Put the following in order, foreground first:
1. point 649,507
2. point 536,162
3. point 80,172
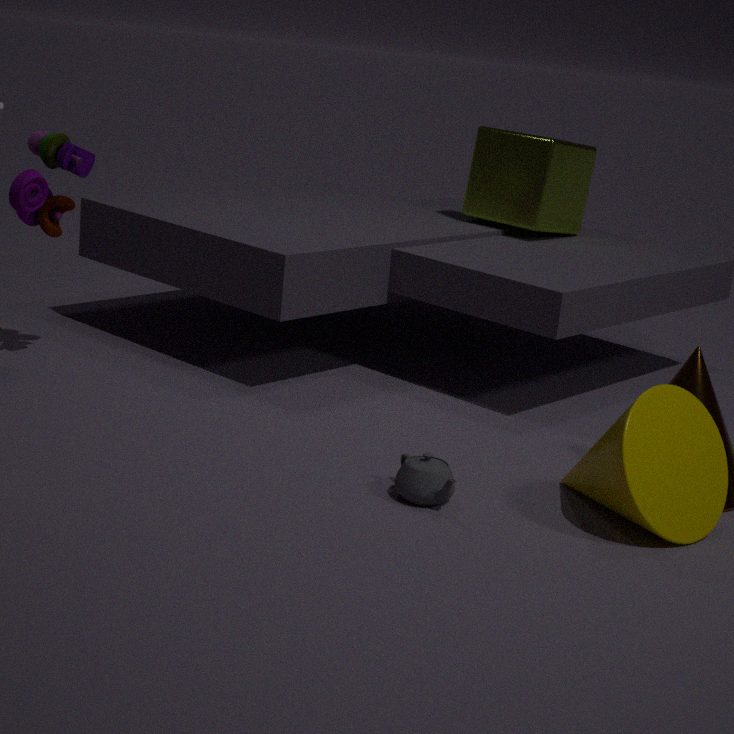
point 649,507
point 80,172
point 536,162
